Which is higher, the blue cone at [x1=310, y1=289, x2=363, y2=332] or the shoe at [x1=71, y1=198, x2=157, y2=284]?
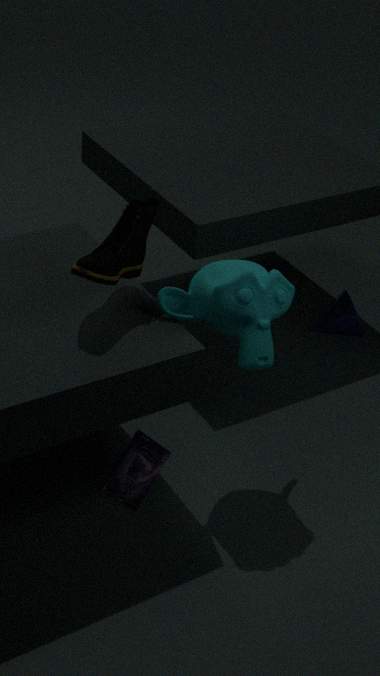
the shoe at [x1=71, y1=198, x2=157, y2=284]
